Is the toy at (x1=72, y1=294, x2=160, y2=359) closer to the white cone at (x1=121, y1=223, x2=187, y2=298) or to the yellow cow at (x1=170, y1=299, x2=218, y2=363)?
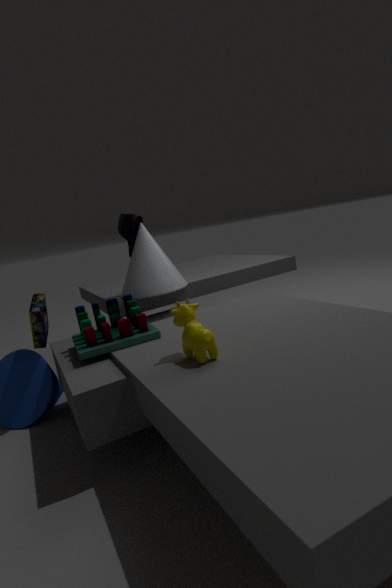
the white cone at (x1=121, y1=223, x2=187, y2=298)
